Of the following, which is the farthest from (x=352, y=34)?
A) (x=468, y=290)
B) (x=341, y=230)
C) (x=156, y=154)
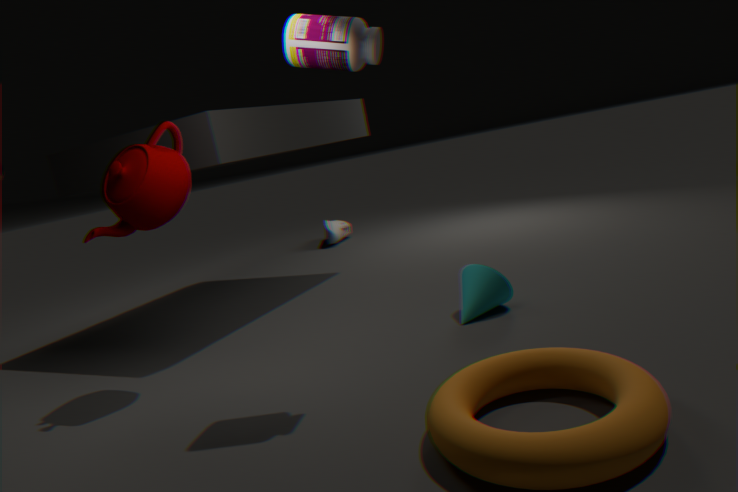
(x=341, y=230)
